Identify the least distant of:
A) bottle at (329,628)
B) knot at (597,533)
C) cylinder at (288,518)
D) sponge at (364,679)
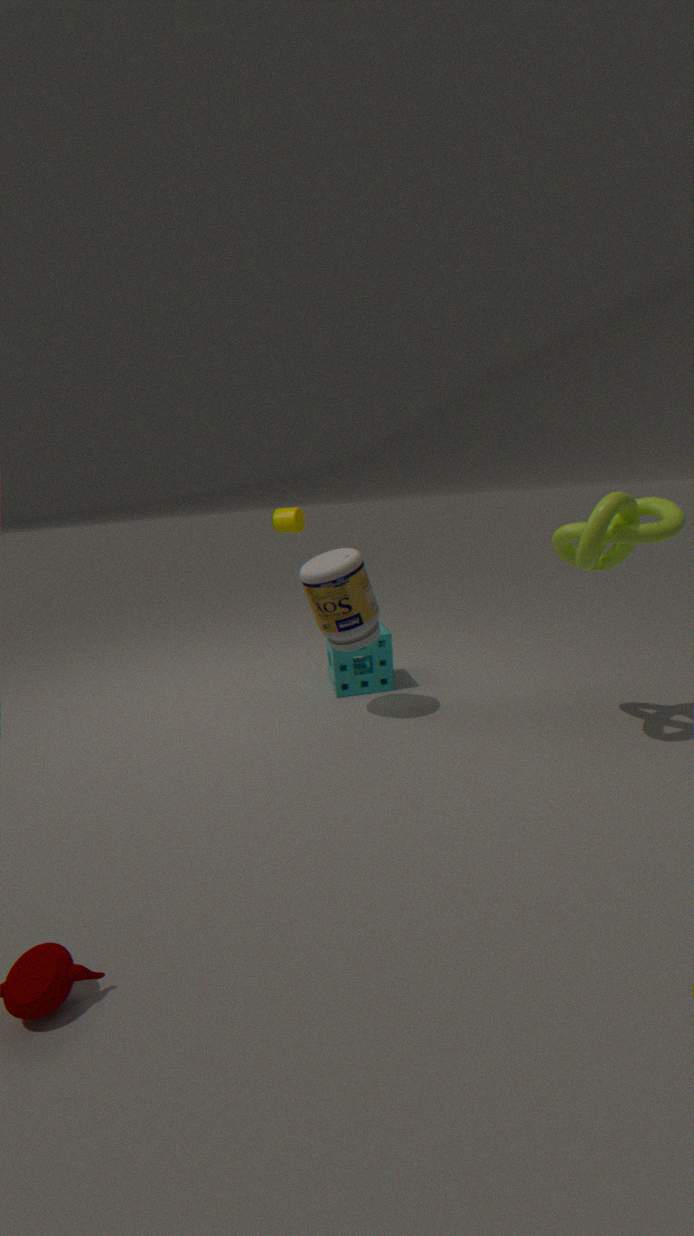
B. knot at (597,533)
